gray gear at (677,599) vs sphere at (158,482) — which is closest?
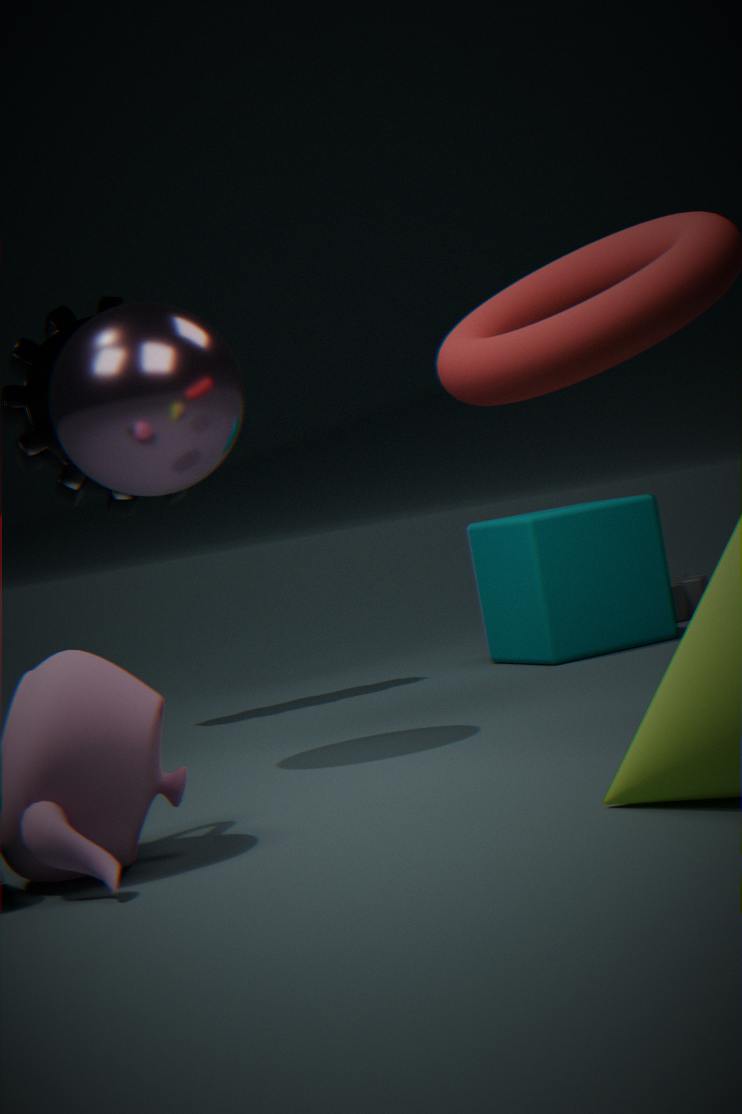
sphere at (158,482)
